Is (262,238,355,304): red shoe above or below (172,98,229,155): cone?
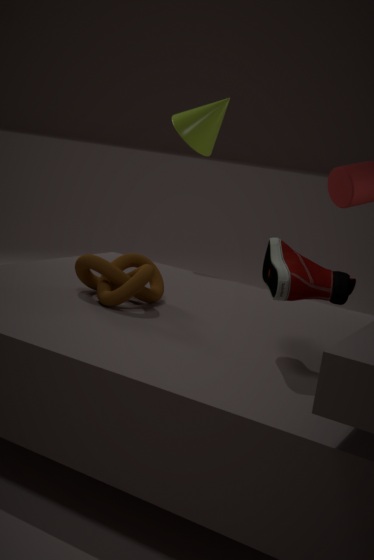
below
